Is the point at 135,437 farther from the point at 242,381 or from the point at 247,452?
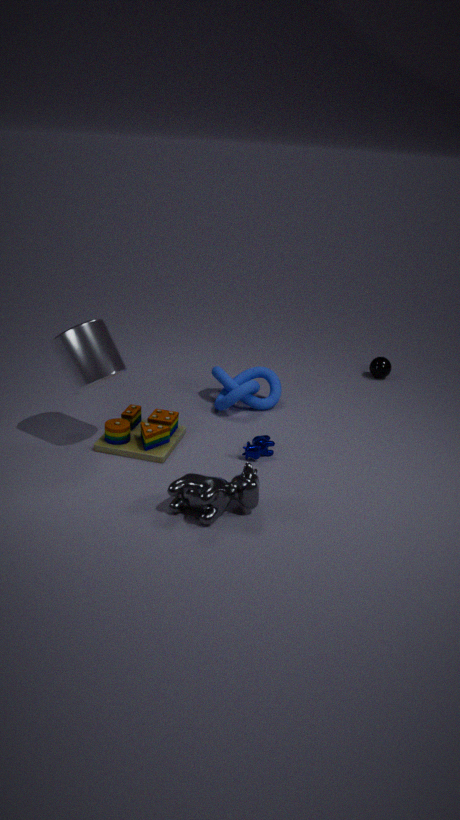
the point at 242,381
